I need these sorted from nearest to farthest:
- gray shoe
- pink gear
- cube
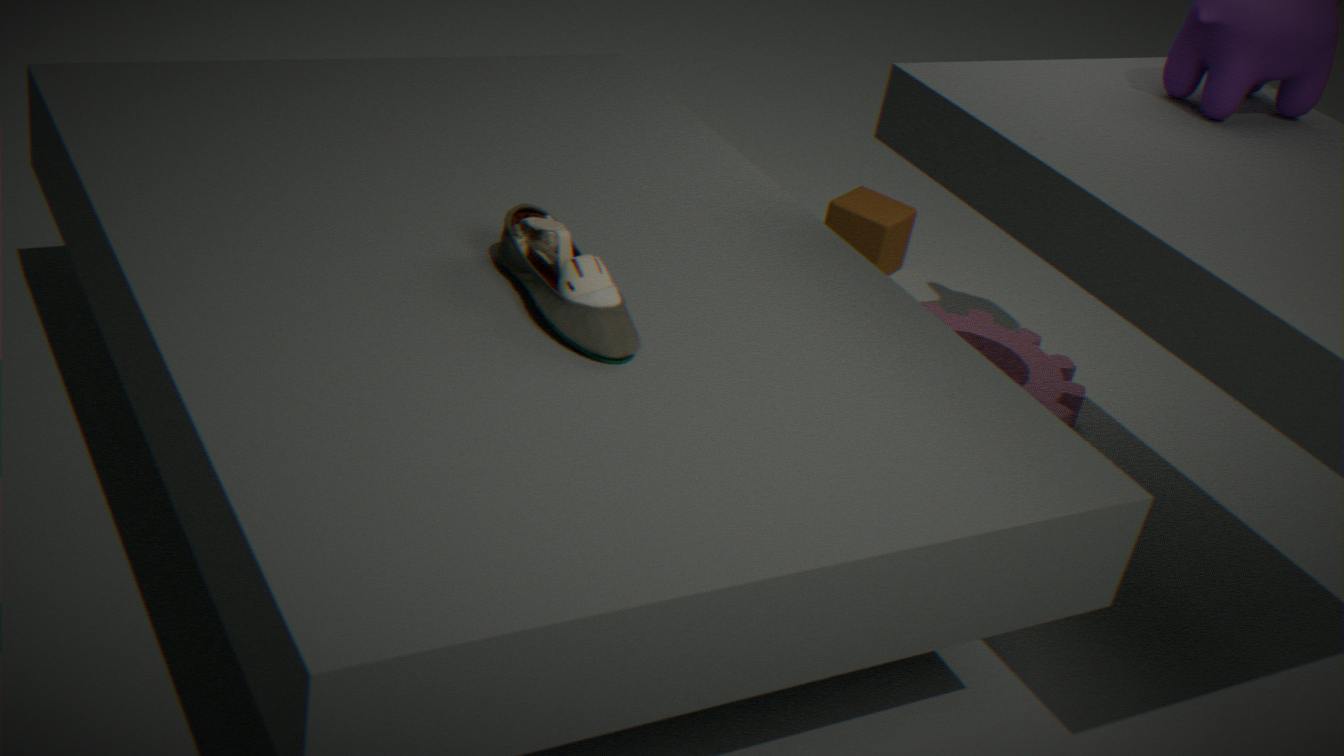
gray shoe
pink gear
cube
